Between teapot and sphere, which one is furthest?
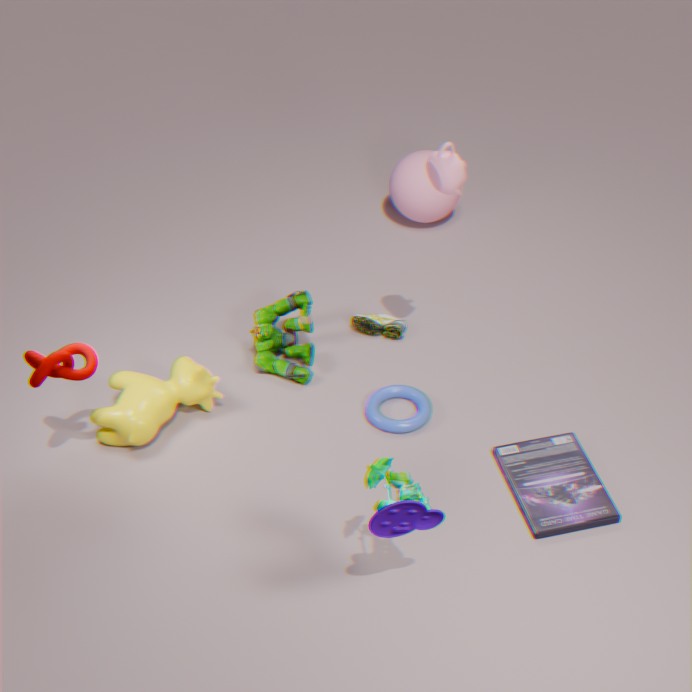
sphere
